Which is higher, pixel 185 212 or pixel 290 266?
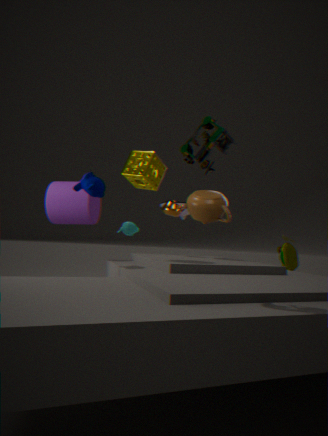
pixel 185 212
